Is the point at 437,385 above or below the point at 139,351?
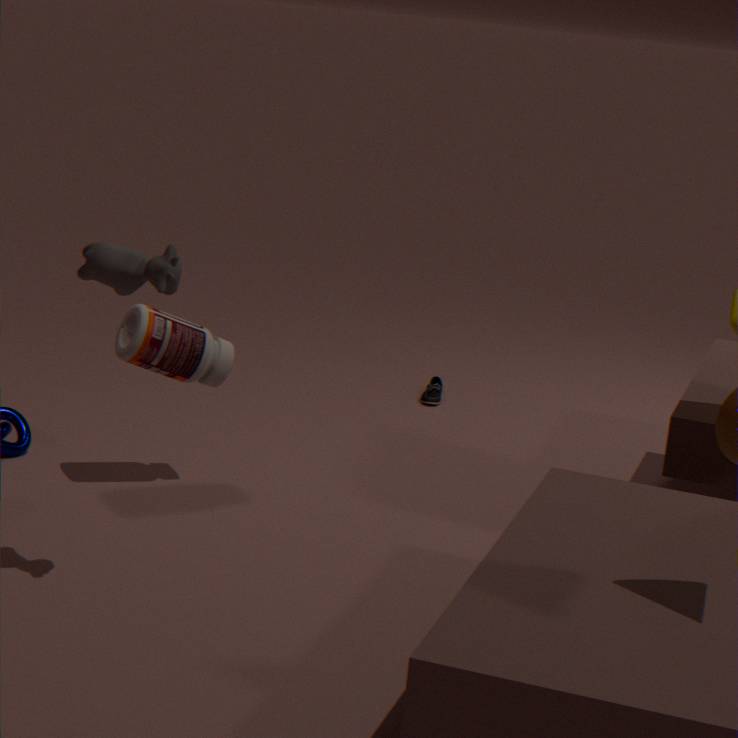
below
